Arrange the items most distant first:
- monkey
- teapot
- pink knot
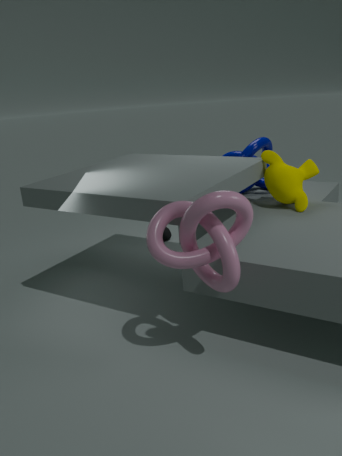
teapot, monkey, pink knot
